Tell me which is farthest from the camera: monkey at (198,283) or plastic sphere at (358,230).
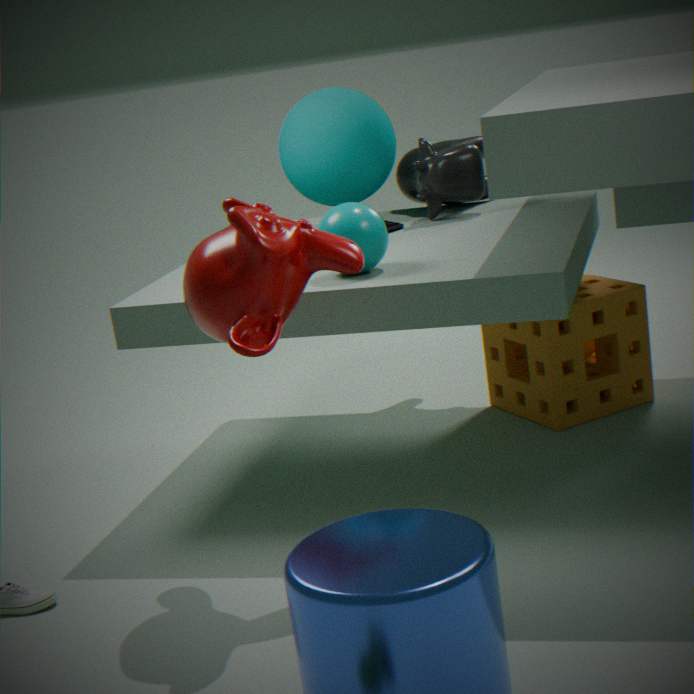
plastic sphere at (358,230)
